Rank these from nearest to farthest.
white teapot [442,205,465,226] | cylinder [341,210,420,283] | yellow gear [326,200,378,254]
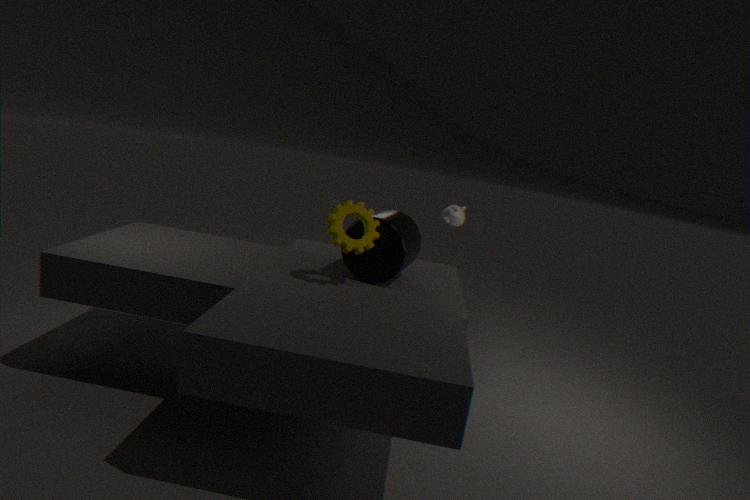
yellow gear [326,200,378,254], cylinder [341,210,420,283], white teapot [442,205,465,226]
